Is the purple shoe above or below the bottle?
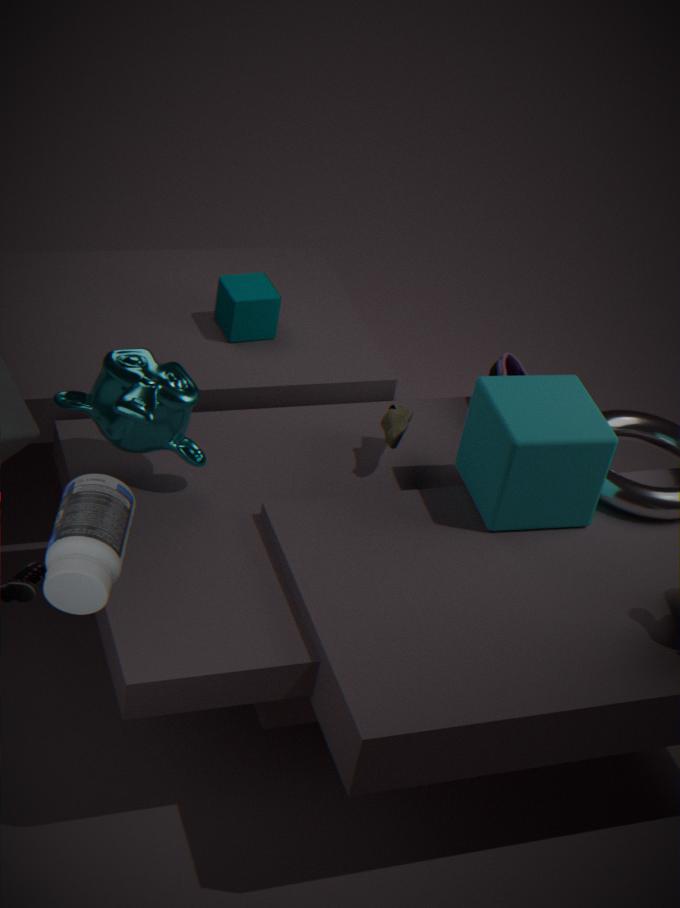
below
